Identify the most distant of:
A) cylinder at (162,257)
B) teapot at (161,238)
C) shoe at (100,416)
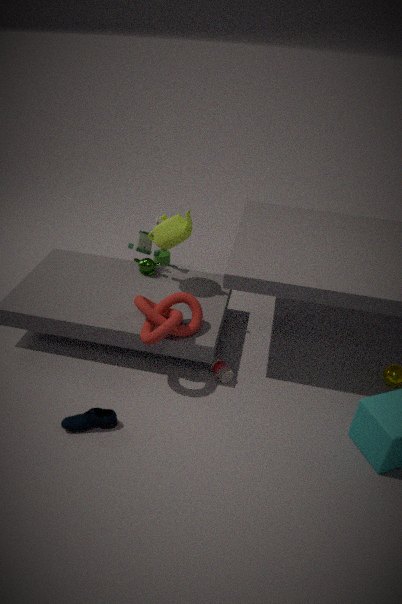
cylinder at (162,257)
